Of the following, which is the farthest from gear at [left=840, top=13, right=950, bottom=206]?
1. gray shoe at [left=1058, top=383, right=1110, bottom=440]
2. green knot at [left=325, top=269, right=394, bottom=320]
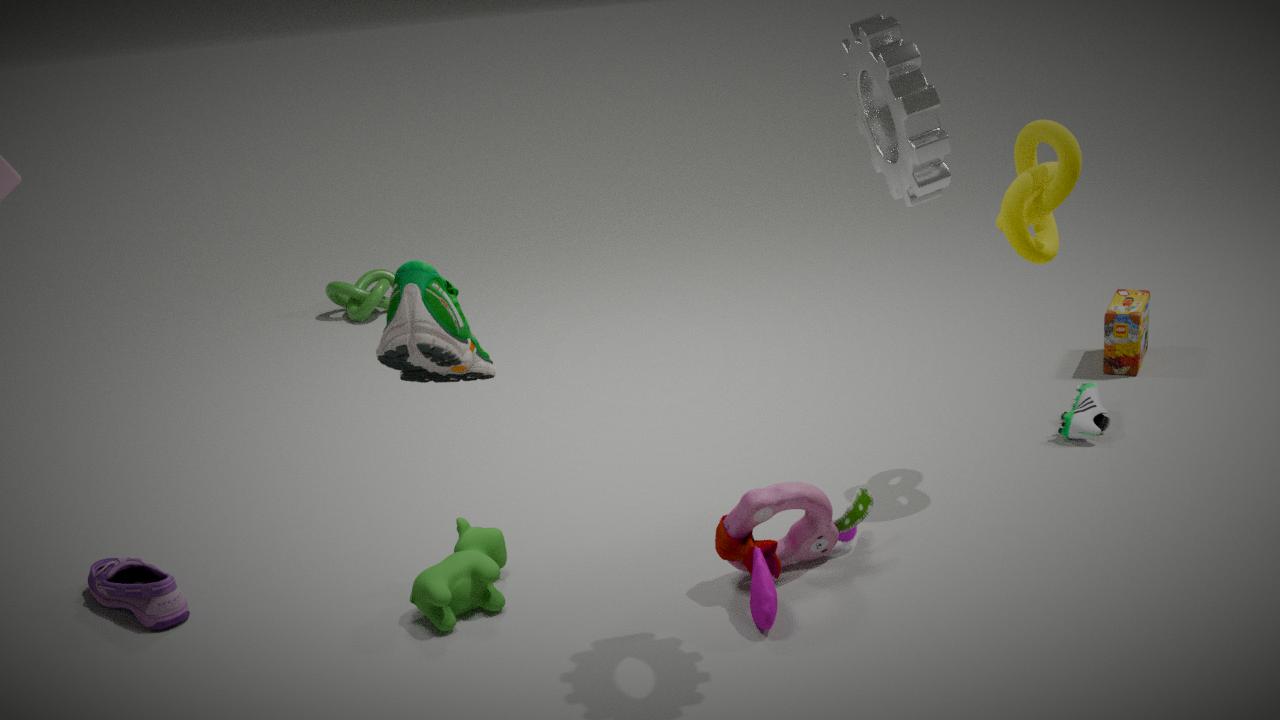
green knot at [left=325, top=269, right=394, bottom=320]
